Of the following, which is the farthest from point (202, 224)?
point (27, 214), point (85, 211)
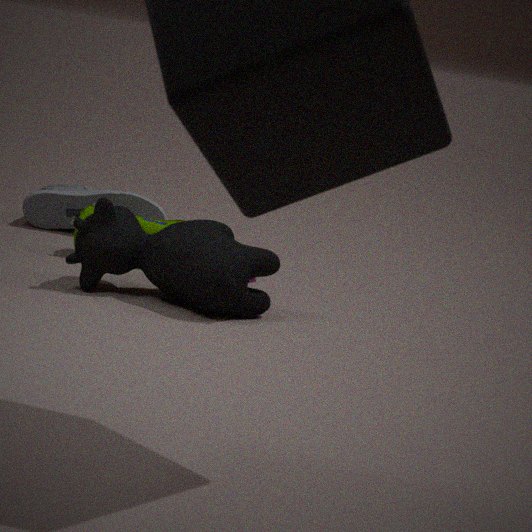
point (27, 214)
